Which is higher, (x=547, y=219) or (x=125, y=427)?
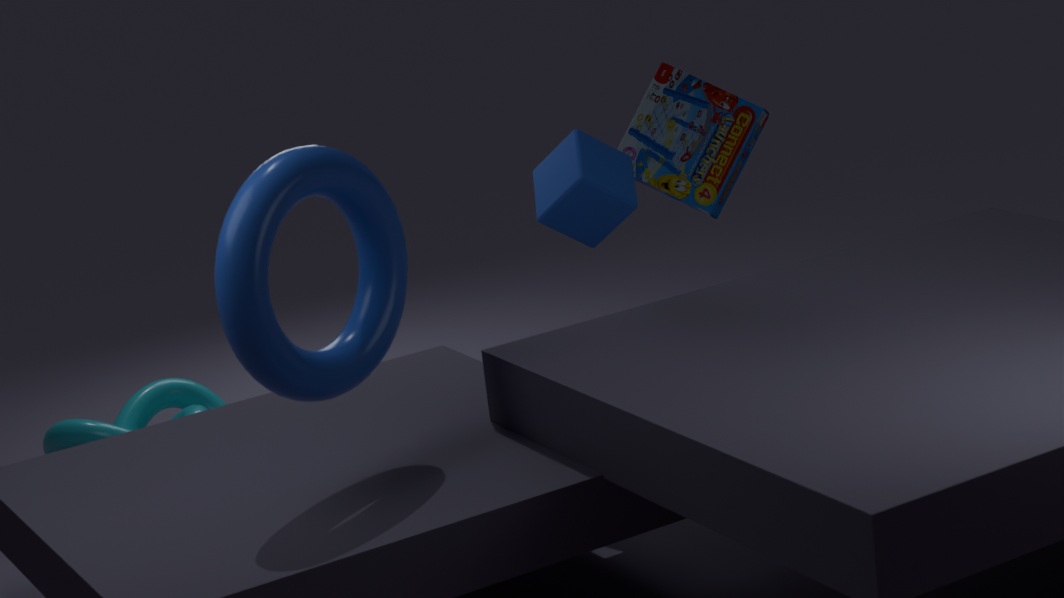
(x=547, y=219)
